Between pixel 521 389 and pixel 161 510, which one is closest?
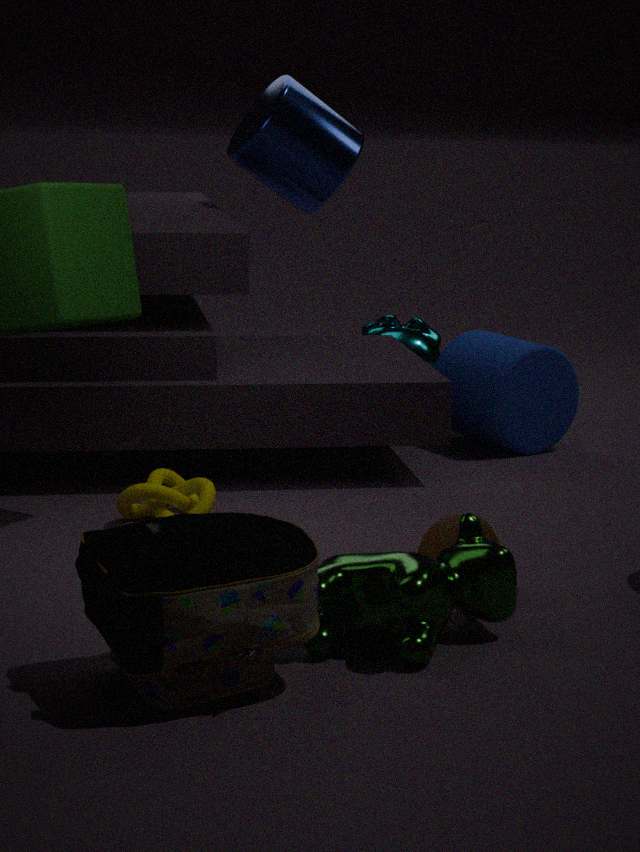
pixel 161 510
